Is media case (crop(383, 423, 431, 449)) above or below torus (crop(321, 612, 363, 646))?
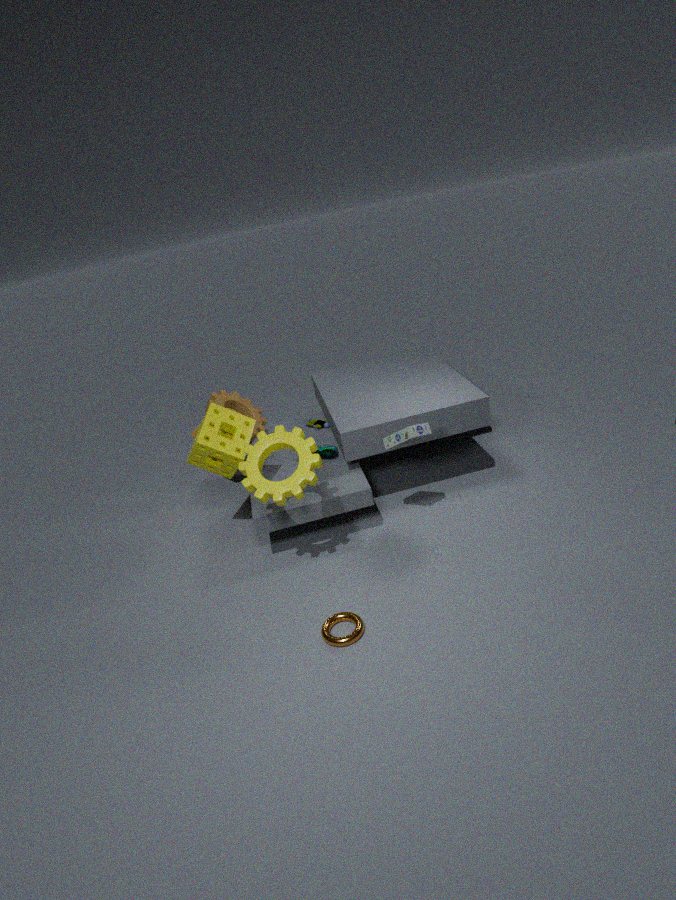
above
